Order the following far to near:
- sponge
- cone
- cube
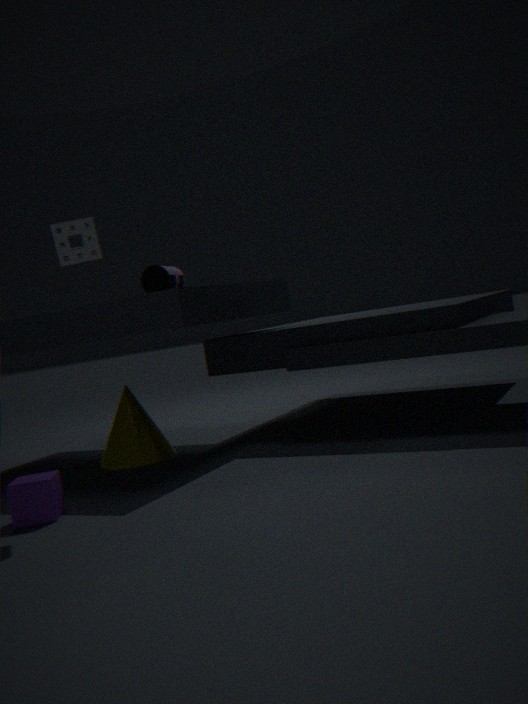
cone < sponge < cube
